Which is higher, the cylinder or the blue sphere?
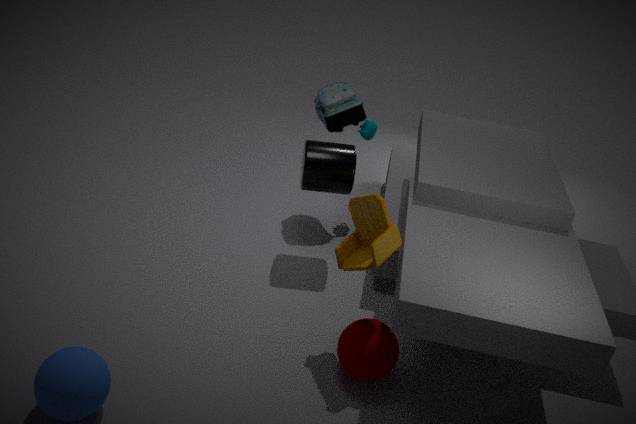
the cylinder
